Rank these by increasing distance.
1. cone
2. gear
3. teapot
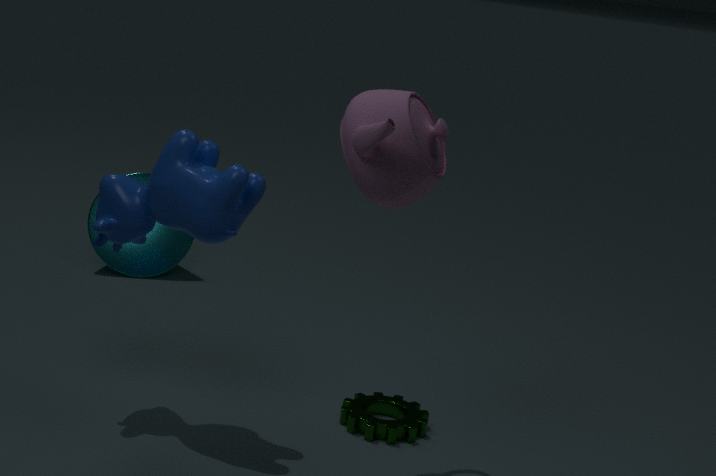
teapot < gear < cone
